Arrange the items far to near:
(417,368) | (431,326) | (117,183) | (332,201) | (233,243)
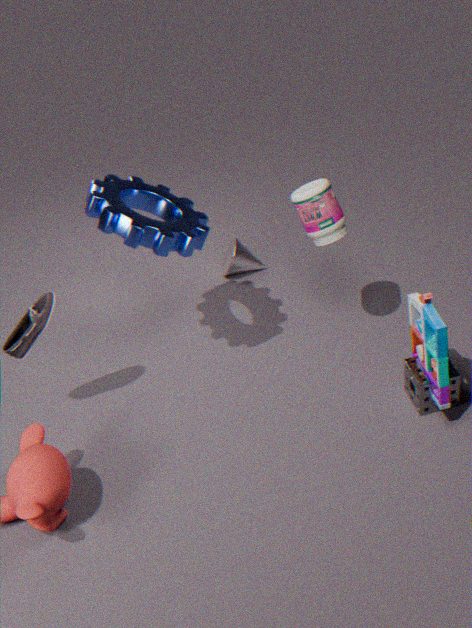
(233,243), (117,183), (332,201), (417,368), (431,326)
